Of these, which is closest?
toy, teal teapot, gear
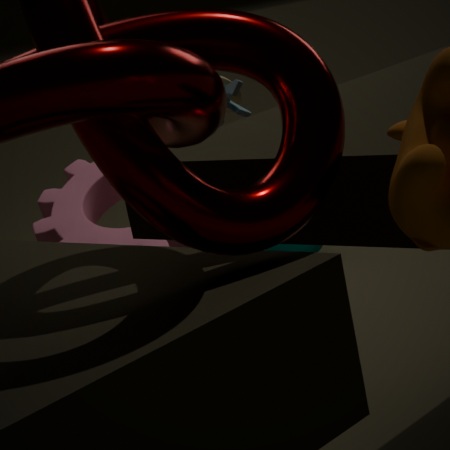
gear
